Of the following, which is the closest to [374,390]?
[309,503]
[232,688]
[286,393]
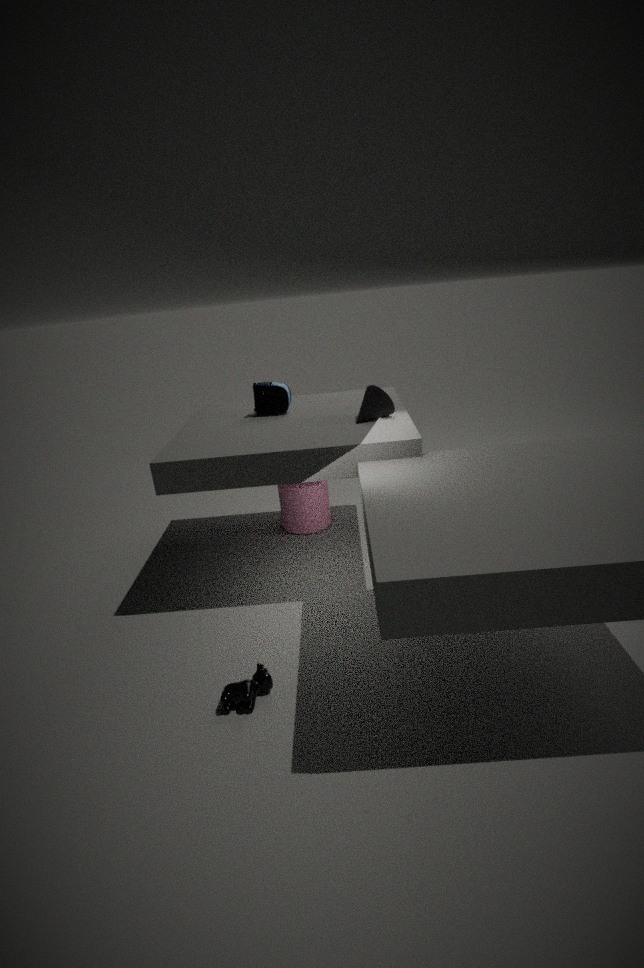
[286,393]
